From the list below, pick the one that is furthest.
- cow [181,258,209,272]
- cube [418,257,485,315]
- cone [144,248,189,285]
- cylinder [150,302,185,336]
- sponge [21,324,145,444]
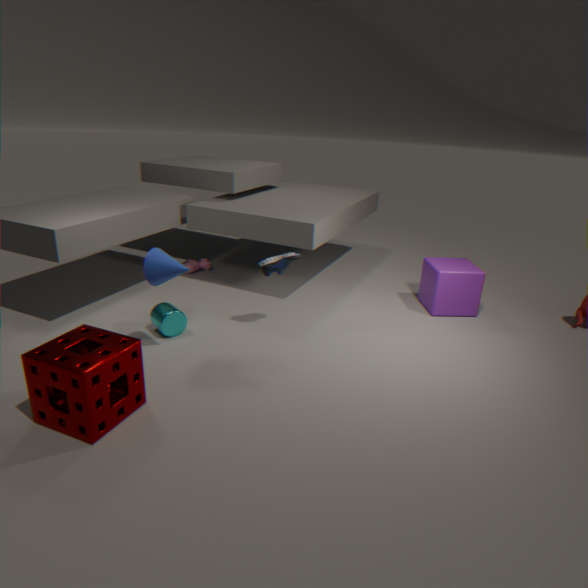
cow [181,258,209,272]
